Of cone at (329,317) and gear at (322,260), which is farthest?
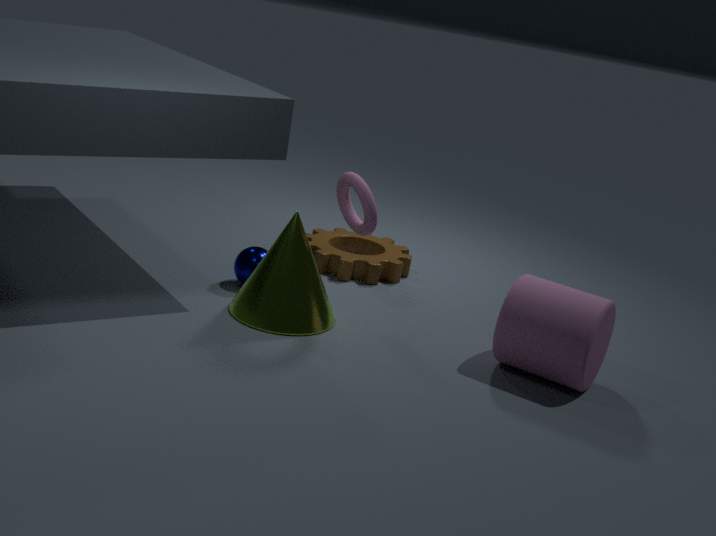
gear at (322,260)
